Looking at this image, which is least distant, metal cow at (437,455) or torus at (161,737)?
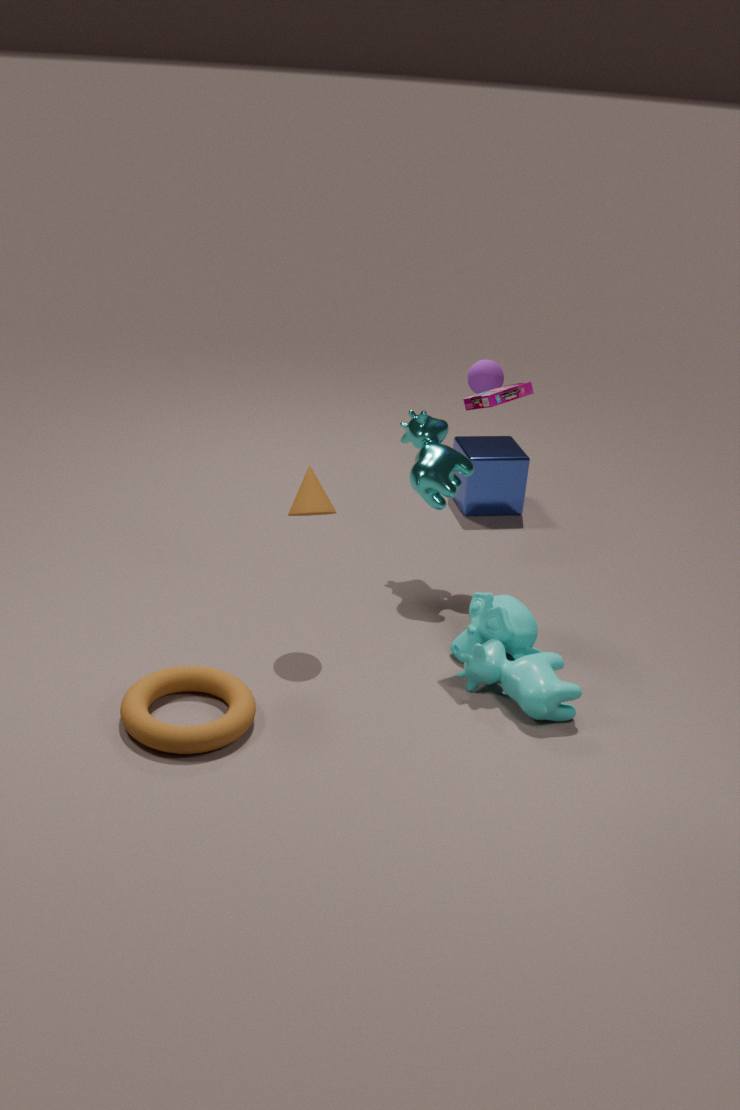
torus at (161,737)
